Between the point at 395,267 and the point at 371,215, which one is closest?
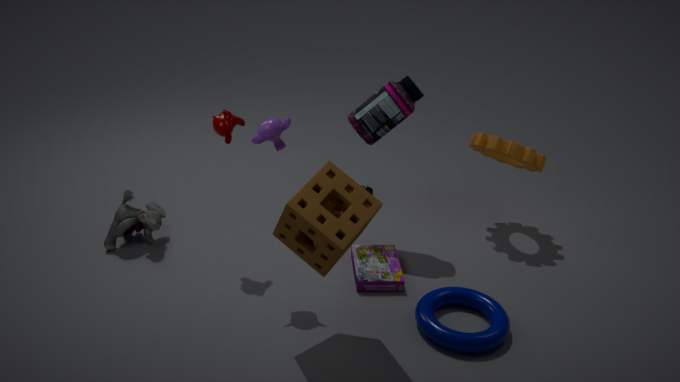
the point at 371,215
